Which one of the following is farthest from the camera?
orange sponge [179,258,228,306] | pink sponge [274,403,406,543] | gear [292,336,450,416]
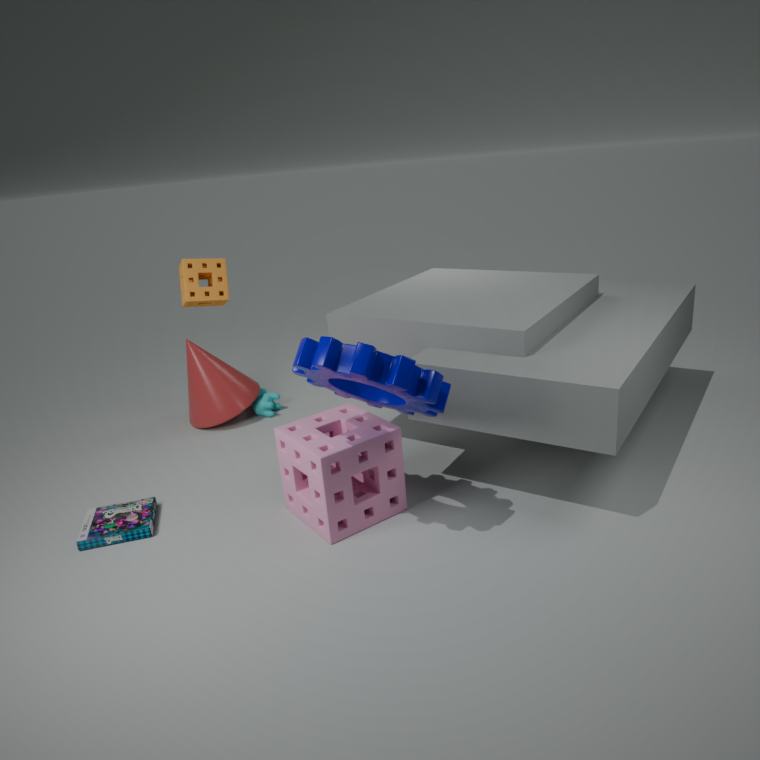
orange sponge [179,258,228,306]
